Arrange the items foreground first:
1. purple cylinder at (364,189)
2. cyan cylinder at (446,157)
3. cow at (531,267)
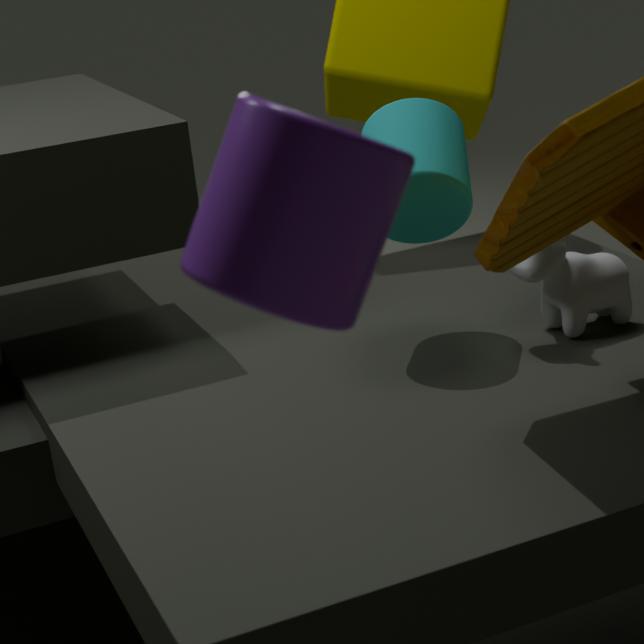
purple cylinder at (364,189) → cyan cylinder at (446,157) → cow at (531,267)
